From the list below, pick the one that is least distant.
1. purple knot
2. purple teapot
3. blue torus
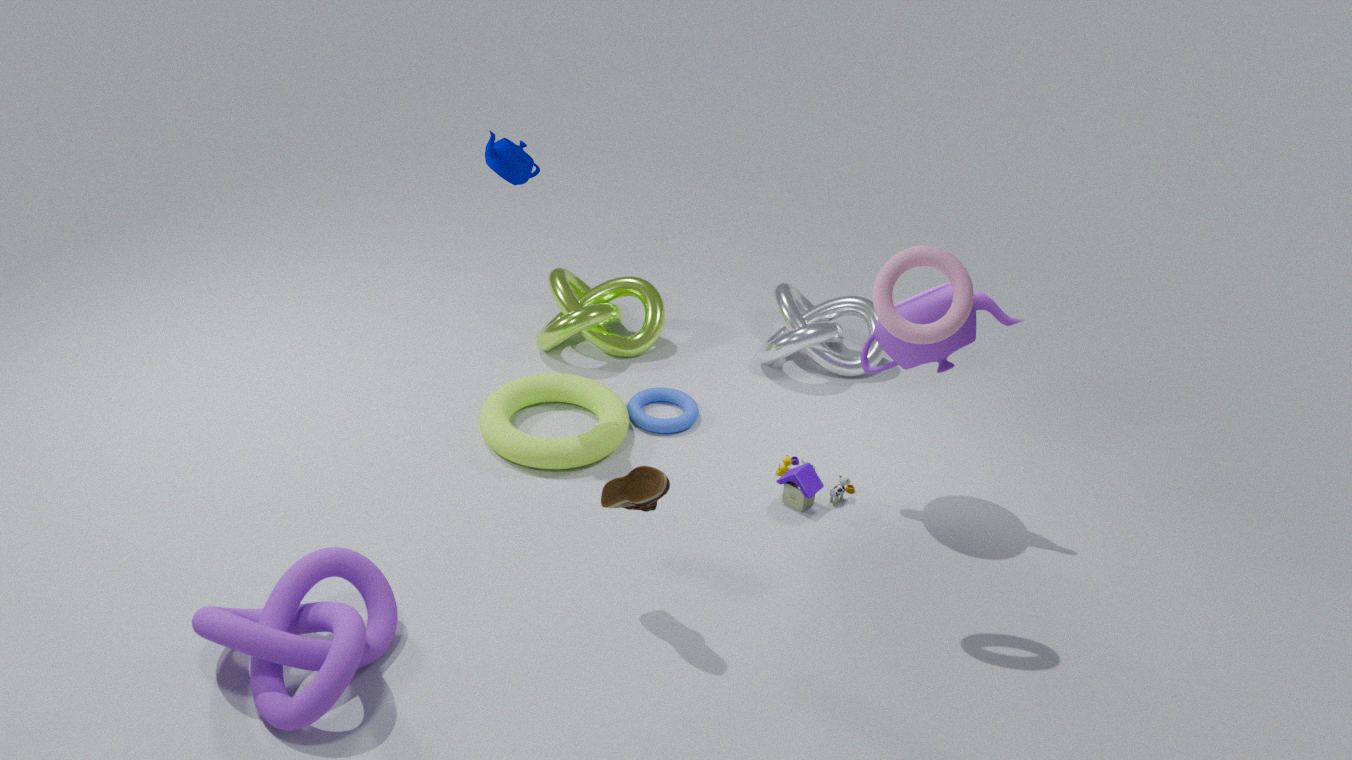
purple knot
